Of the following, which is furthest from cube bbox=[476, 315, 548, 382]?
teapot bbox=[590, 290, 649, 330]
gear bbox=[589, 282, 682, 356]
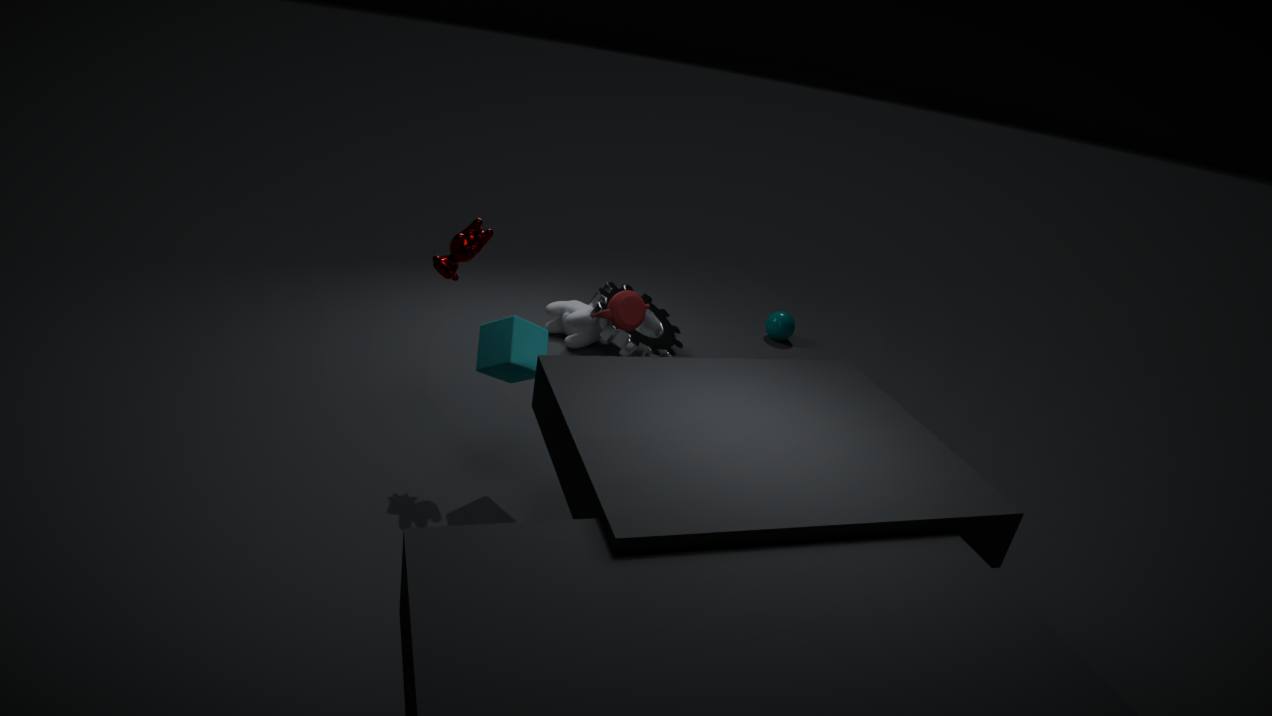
gear bbox=[589, 282, 682, 356]
